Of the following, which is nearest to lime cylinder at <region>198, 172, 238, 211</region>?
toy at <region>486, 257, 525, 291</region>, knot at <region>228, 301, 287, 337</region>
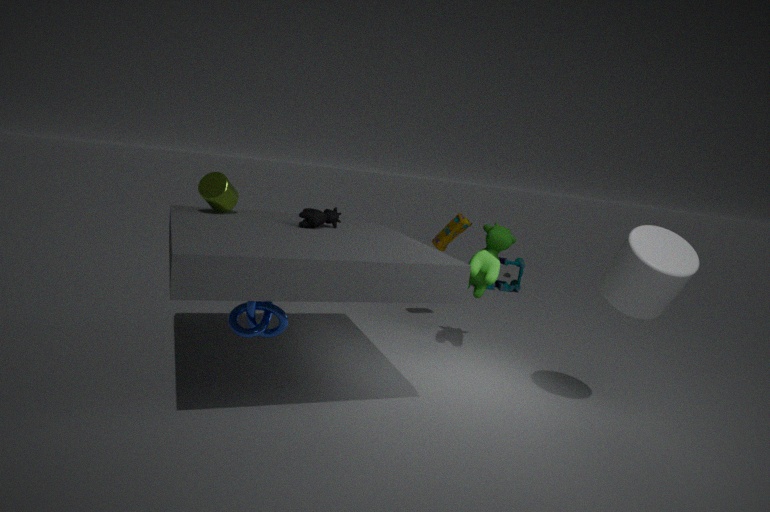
knot at <region>228, 301, 287, 337</region>
